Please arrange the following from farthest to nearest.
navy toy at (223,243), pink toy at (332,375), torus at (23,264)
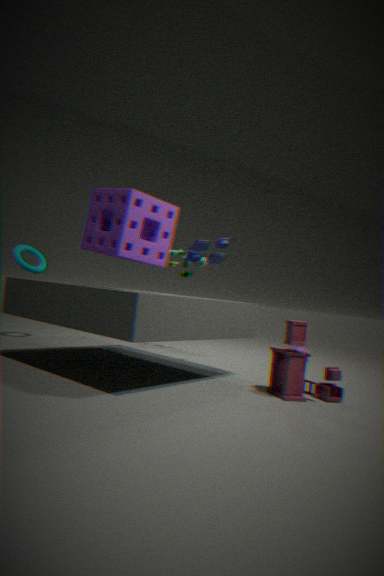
torus at (23,264), navy toy at (223,243), pink toy at (332,375)
